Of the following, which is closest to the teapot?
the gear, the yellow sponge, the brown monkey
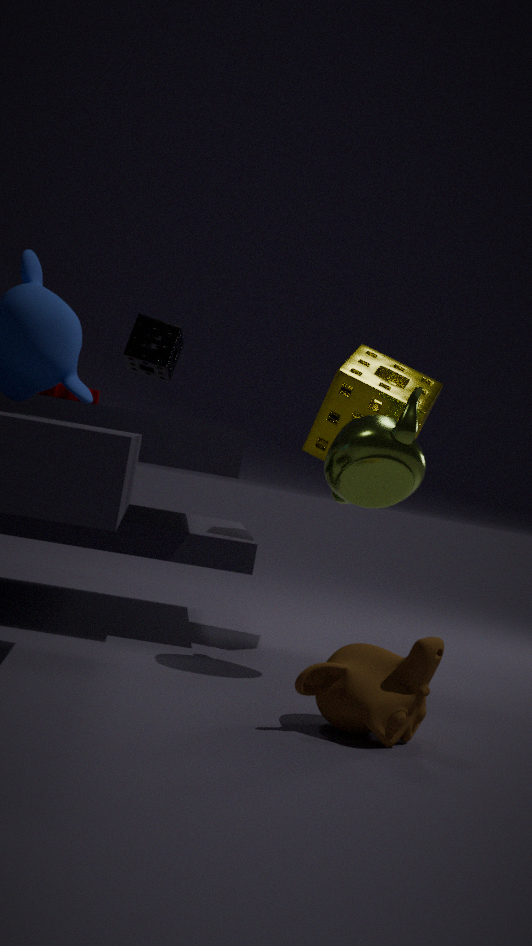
the yellow sponge
